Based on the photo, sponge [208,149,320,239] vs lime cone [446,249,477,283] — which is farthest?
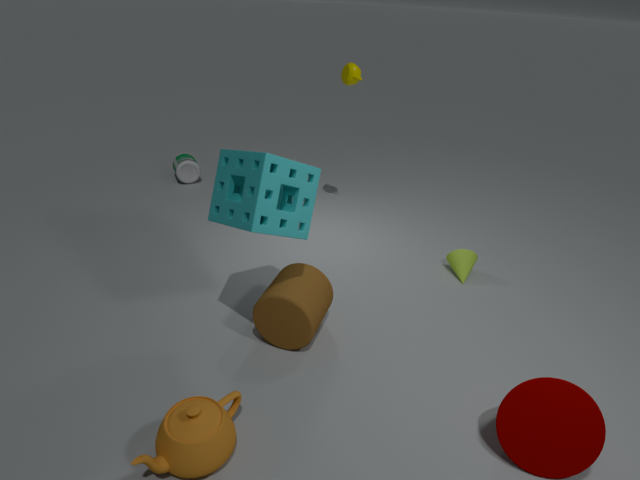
lime cone [446,249,477,283]
